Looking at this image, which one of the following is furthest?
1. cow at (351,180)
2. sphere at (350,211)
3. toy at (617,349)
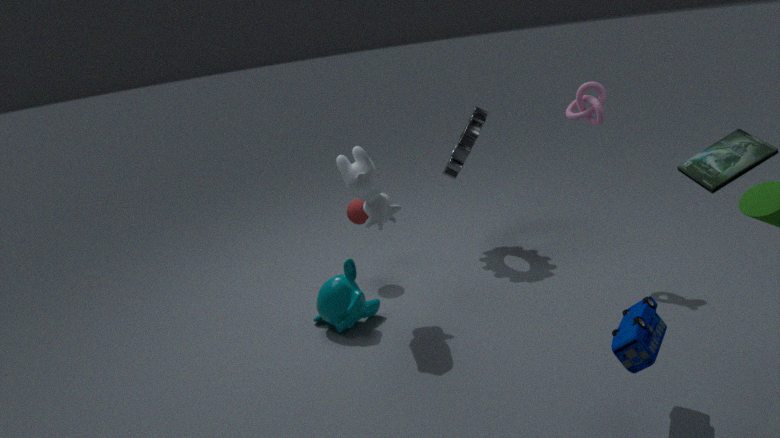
sphere at (350,211)
